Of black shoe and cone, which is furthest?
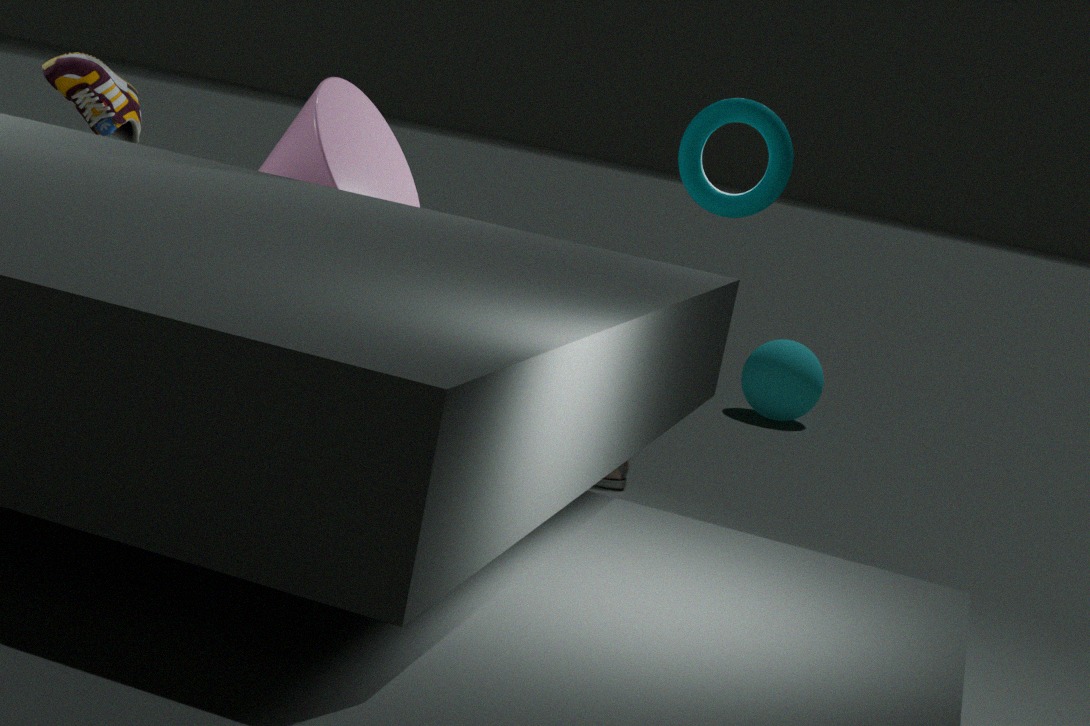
black shoe
